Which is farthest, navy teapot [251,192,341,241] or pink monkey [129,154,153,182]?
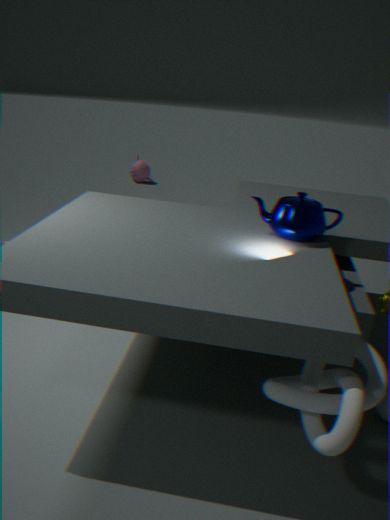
pink monkey [129,154,153,182]
